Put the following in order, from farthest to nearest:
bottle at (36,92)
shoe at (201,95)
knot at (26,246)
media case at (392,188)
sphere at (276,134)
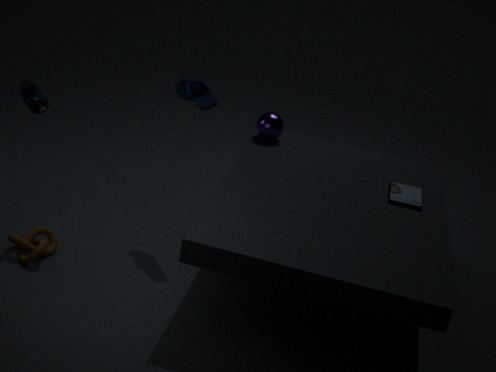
sphere at (276,134)
media case at (392,188)
shoe at (201,95)
knot at (26,246)
bottle at (36,92)
